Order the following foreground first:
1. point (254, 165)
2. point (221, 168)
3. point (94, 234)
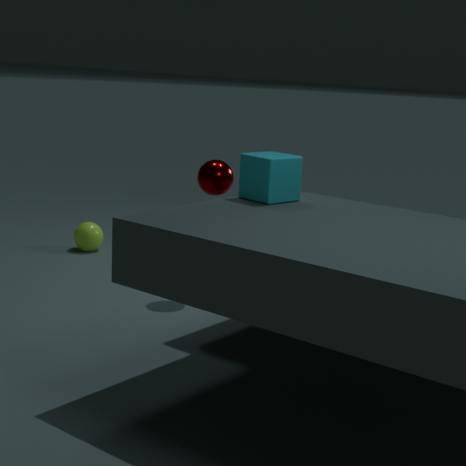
point (254, 165) < point (221, 168) < point (94, 234)
